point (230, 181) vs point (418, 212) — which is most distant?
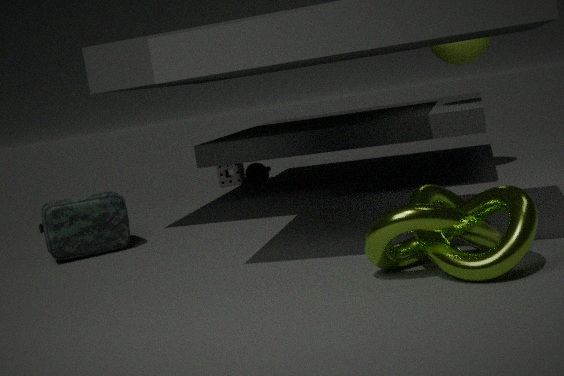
point (230, 181)
